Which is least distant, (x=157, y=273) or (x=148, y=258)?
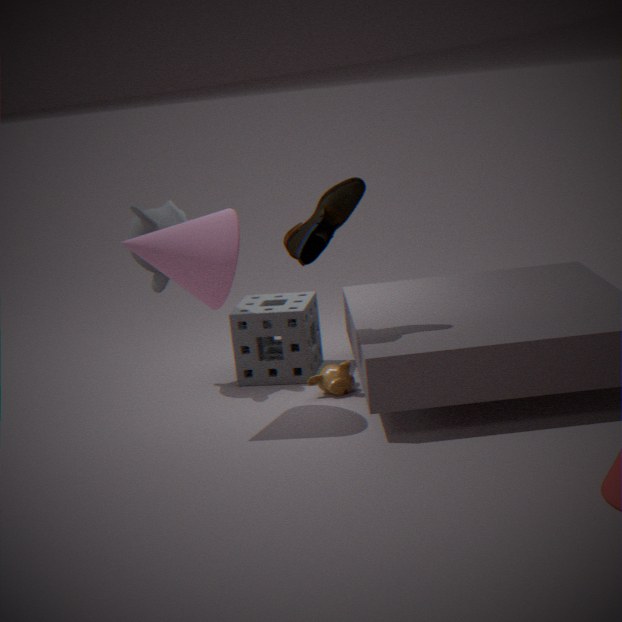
(x=148, y=258)
